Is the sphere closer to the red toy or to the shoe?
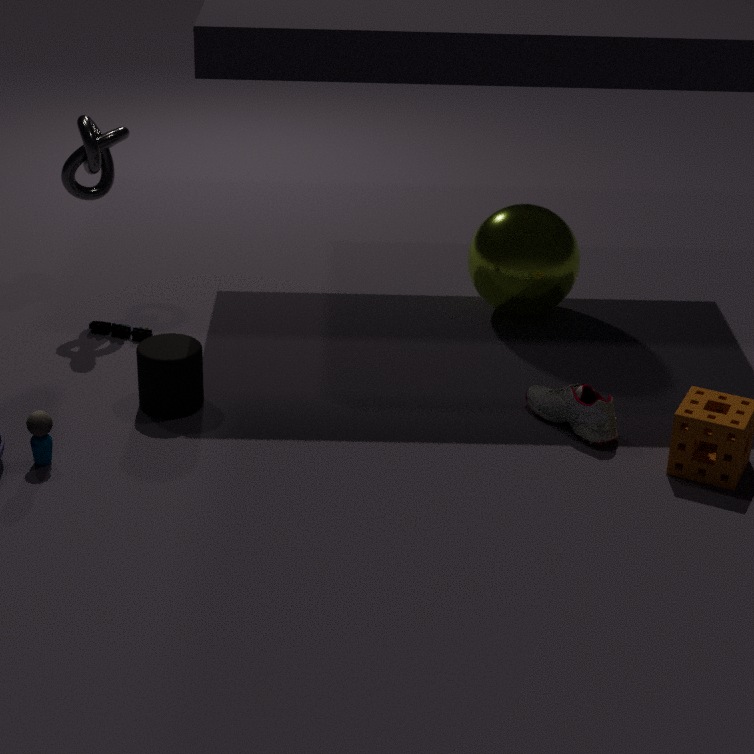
the shoe
